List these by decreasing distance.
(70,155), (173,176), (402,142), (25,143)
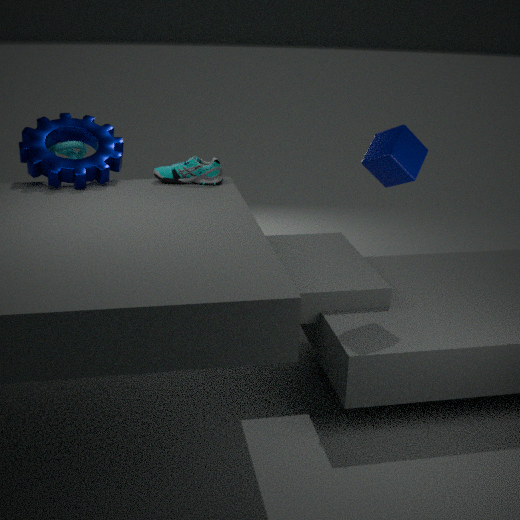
(70,155), (173,176), (25,143), (402,142)
